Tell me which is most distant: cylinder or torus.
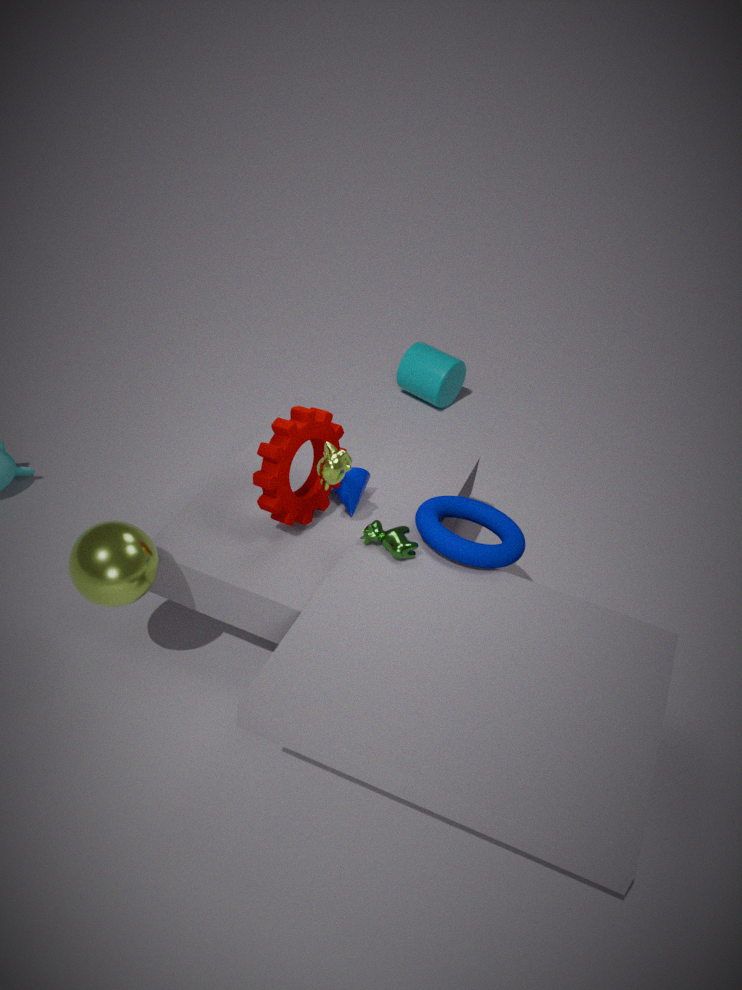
cylinder
